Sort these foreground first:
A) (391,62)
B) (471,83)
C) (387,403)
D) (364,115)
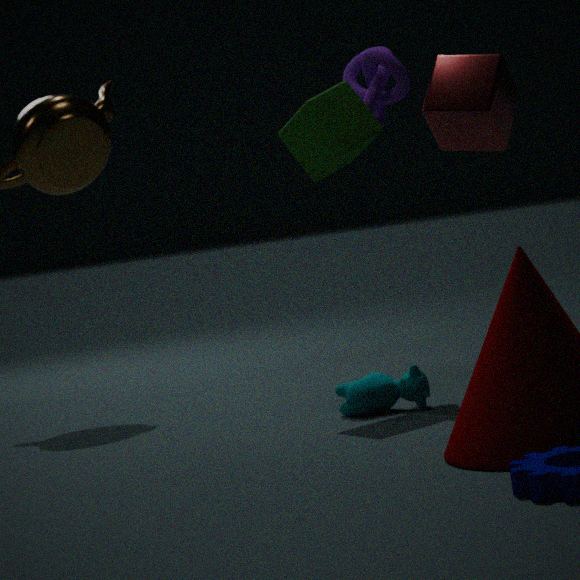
(471,83), (387,403), (364,115), (391,62)
